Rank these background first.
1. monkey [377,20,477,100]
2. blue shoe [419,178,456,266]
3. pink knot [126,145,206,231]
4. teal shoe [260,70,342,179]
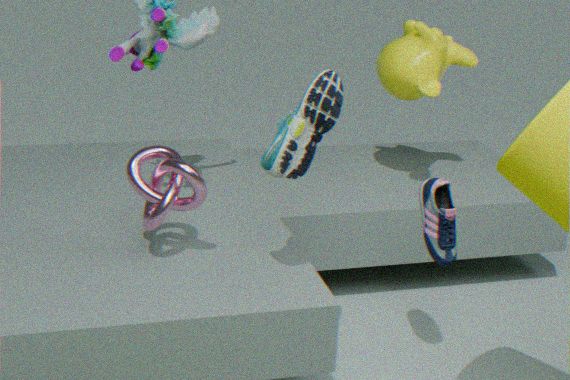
monkey [377,20,477,100] < blue shoe [419,178,456,266] < pink knot [126,145,206,231] < teal shoe [260,70,342,179]
